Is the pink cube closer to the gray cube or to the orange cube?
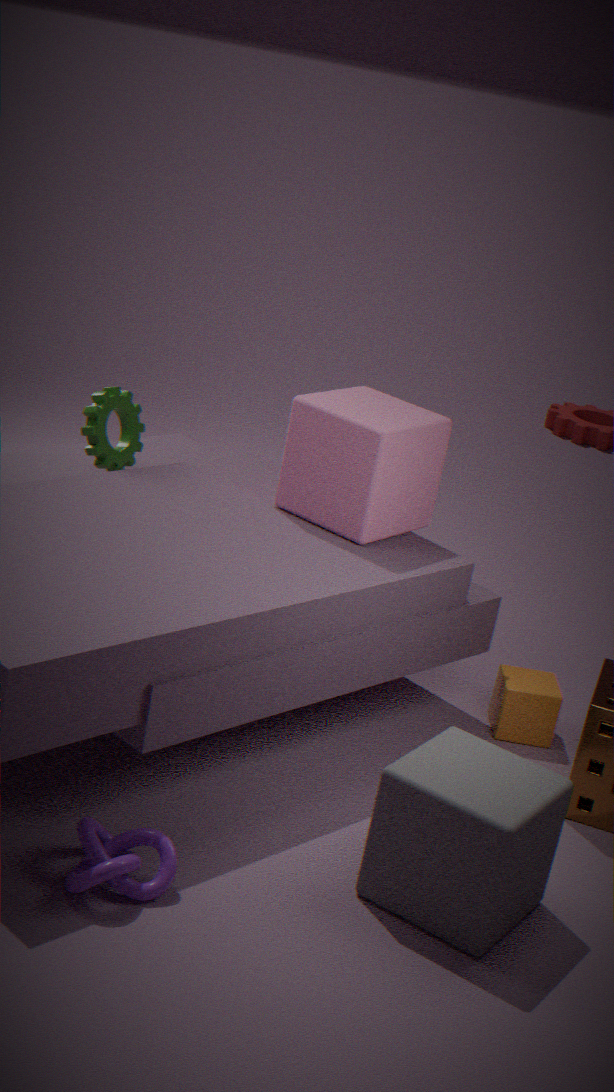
the orange cube
